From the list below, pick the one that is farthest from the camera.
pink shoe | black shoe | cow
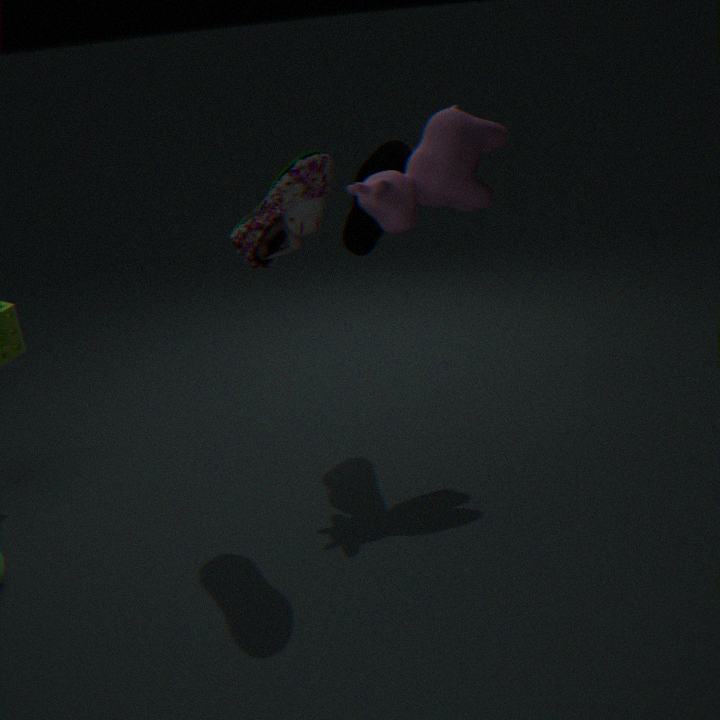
pink shoe
